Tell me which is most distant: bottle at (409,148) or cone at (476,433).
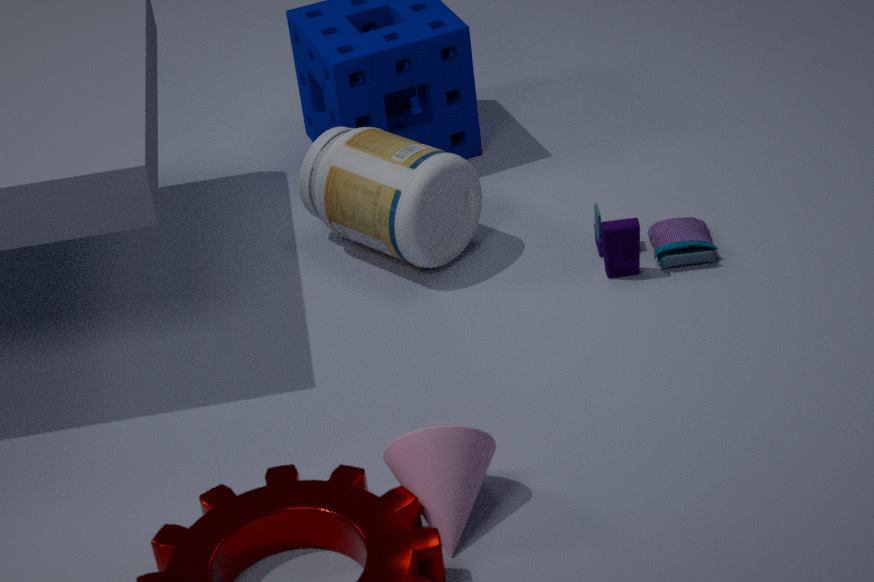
bottle at (409,148)
